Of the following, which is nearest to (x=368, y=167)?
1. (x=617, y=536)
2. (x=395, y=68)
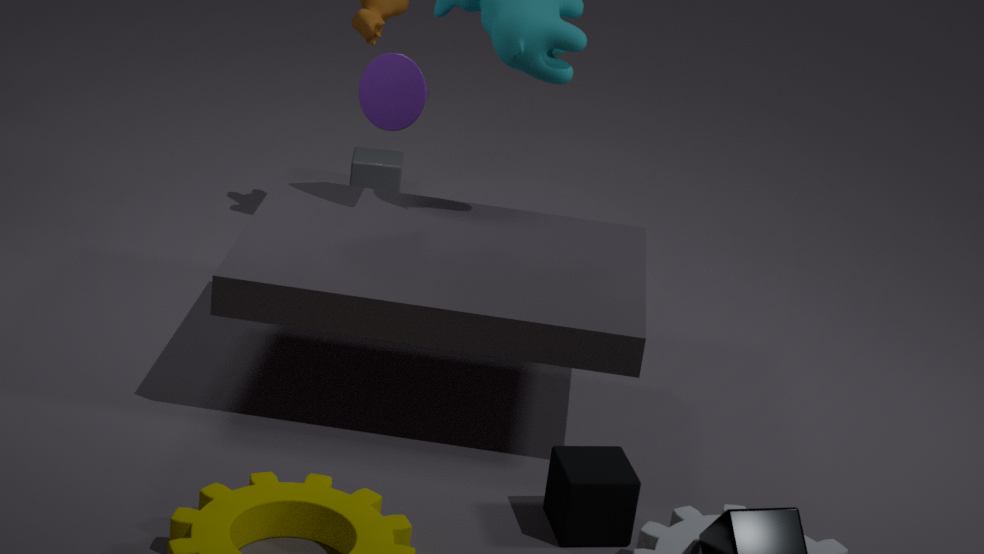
(x=395, y=68)
